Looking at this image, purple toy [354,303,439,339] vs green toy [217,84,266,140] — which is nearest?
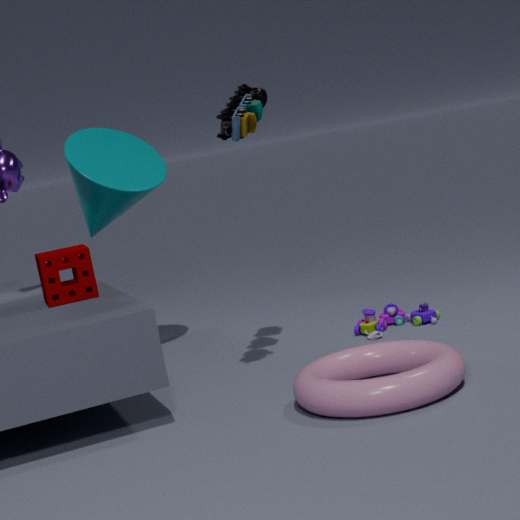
green toy [217,84,266,140]
